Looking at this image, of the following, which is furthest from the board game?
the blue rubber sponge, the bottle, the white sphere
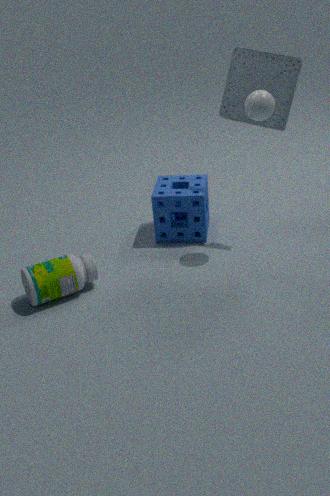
the bottle
